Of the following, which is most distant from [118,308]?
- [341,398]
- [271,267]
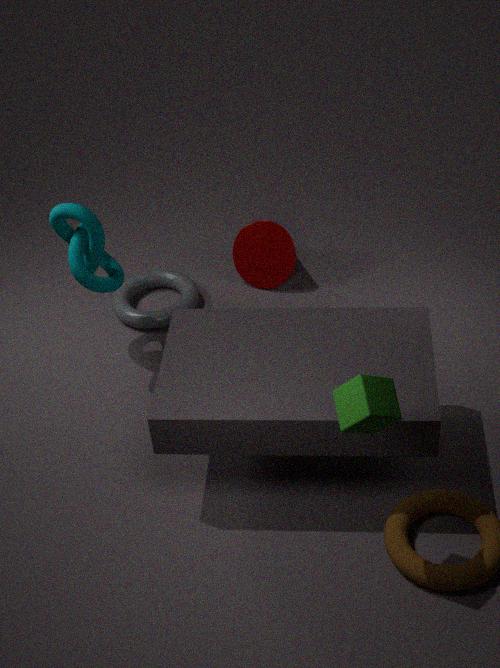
[341,398]
